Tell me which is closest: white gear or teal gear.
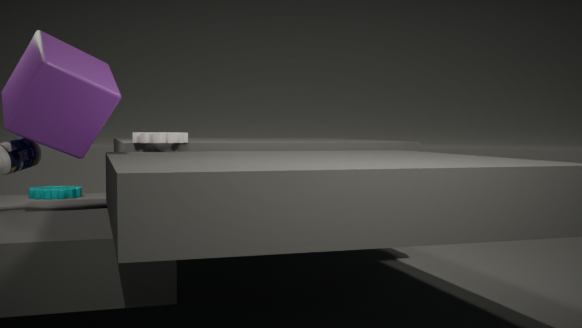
white gear
